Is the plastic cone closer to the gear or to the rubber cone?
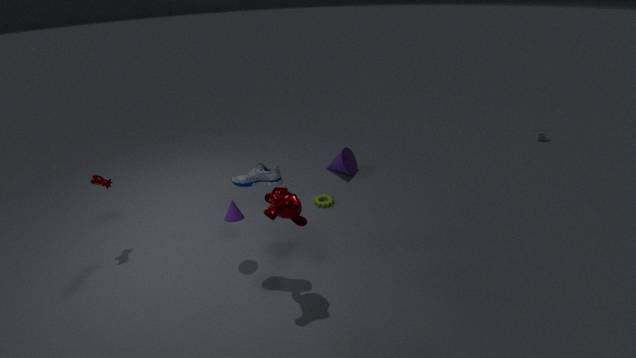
the gear
